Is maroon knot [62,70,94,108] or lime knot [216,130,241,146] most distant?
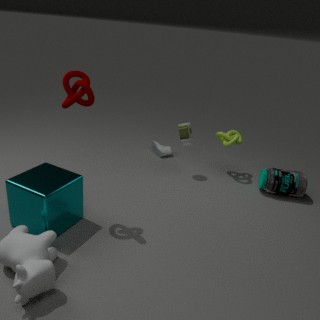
lime knot [216,130,241,146]
